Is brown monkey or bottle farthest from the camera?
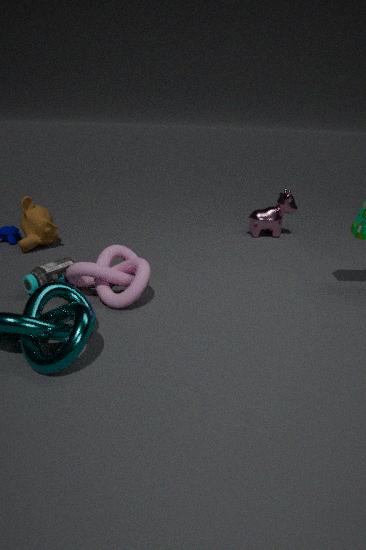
brown monkey
